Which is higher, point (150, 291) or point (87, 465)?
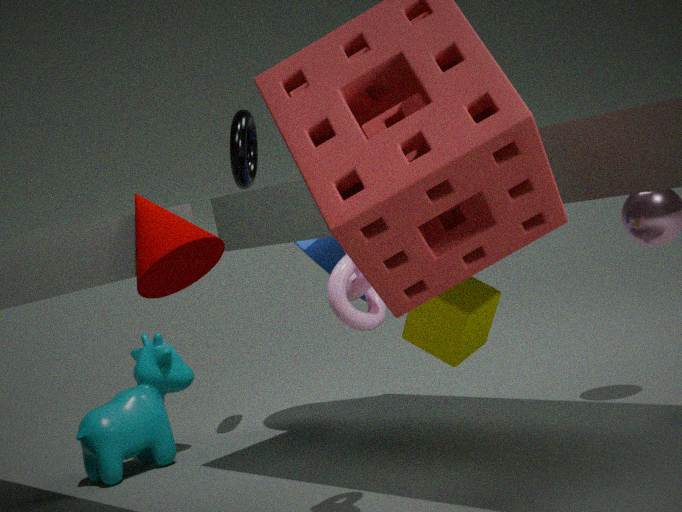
point (150, 291)
